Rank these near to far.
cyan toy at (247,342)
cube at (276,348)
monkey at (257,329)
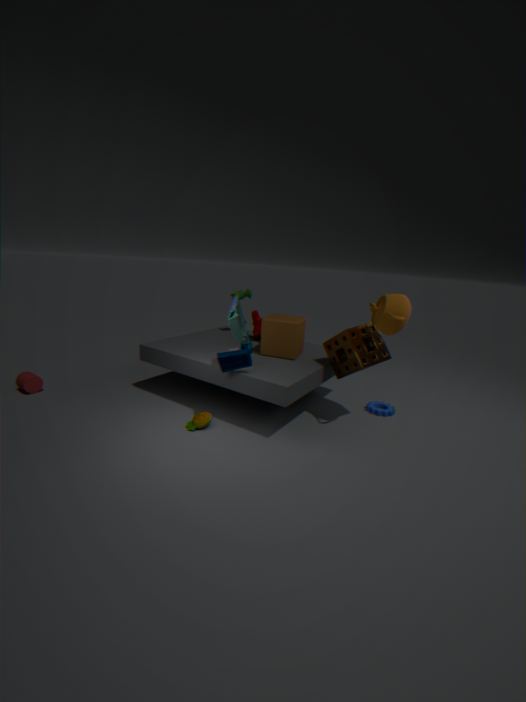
cyan toy at (247,342), cube at (276,348), monkey at (257,329)
